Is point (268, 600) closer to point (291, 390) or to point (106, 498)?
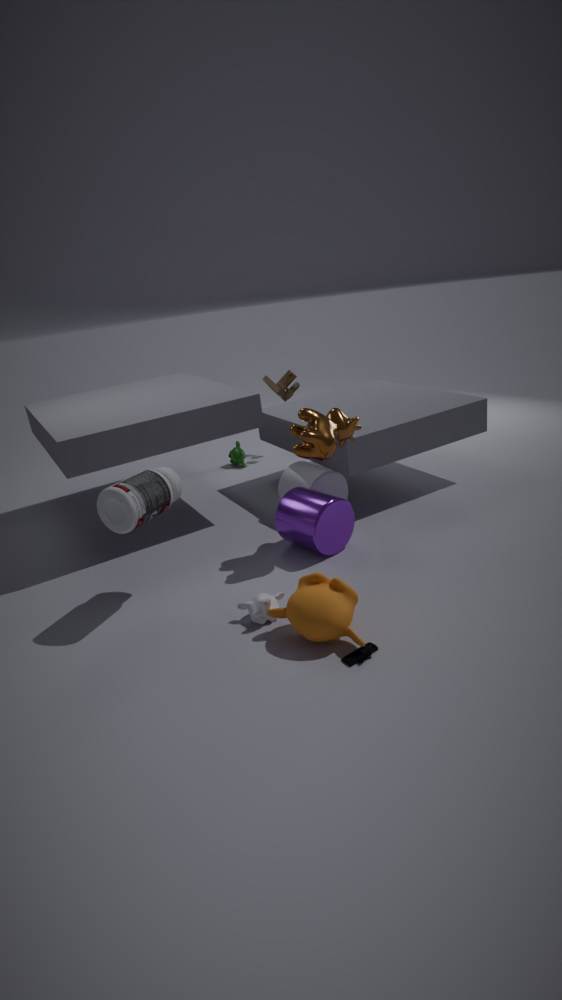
point (106, 498)
